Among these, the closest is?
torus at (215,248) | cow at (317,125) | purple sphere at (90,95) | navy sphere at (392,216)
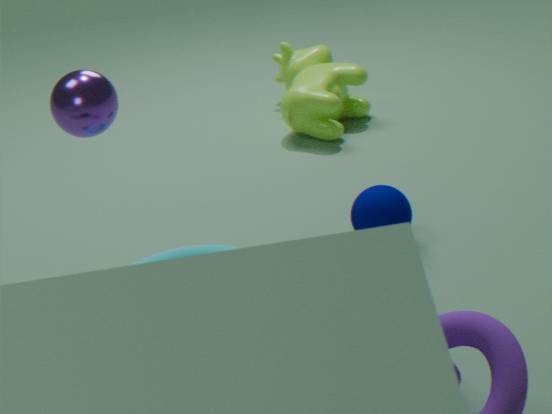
purple sphere at (90,95)
